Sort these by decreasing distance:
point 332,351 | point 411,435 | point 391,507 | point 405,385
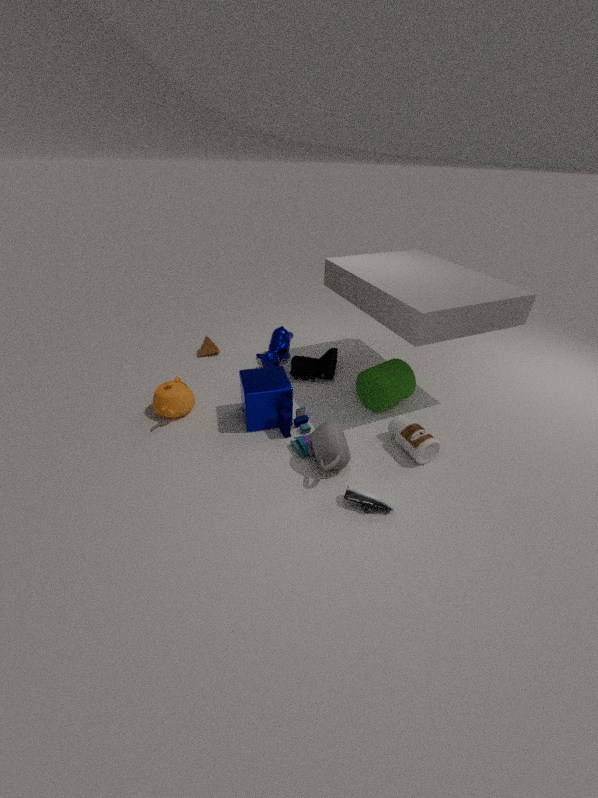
point 332,351 < point 405,385 < point 411,435 < point 391,507
